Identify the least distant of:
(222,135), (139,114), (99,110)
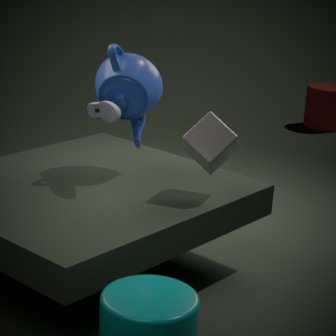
(222,135)
